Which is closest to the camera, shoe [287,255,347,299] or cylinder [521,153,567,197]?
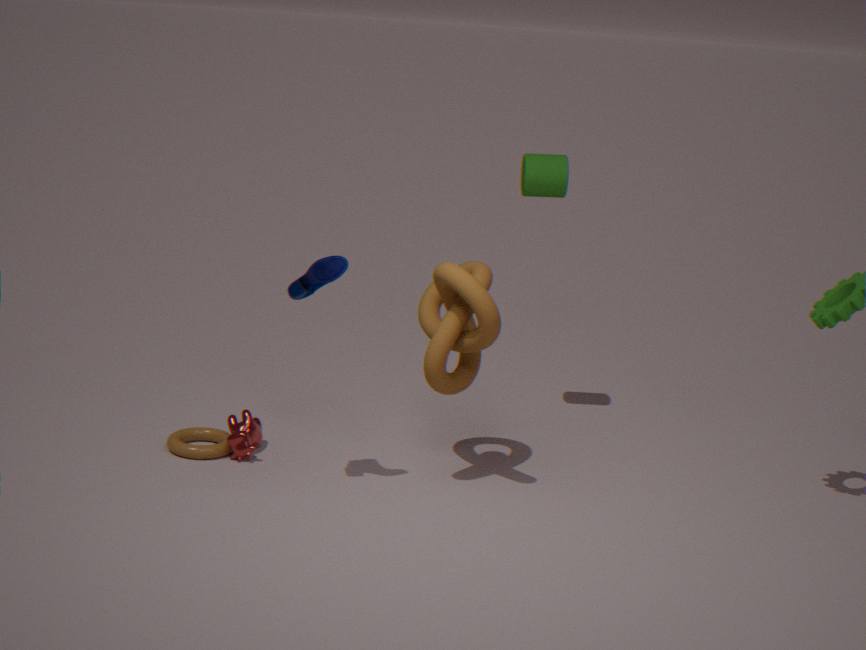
shoe [287,255,347,299]
